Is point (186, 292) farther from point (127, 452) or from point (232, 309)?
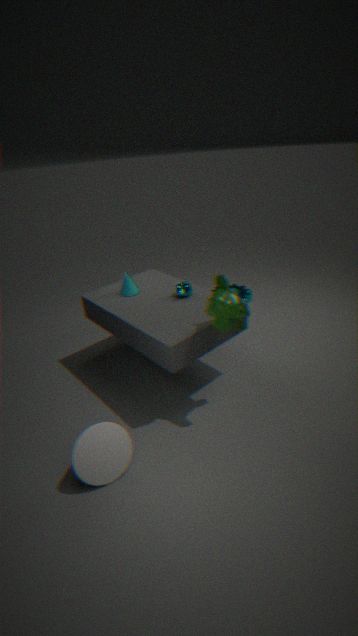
point (127, 452)
